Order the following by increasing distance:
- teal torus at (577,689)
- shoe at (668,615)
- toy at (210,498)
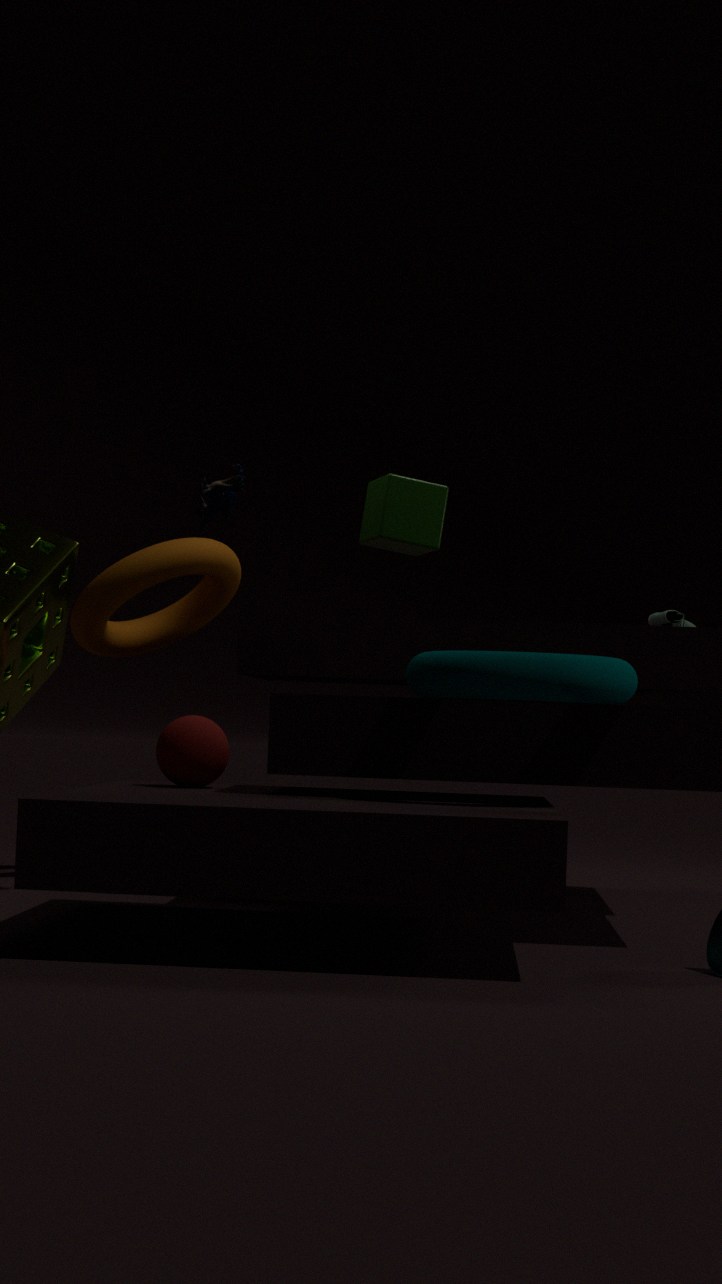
teal torus at (577,689)
toy at (210,498)
shoe at (668,615)
